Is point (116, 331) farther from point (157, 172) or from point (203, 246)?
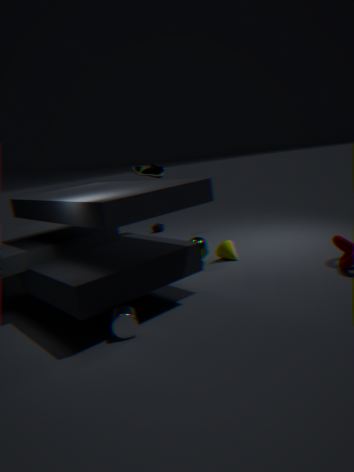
point (157, 172)
